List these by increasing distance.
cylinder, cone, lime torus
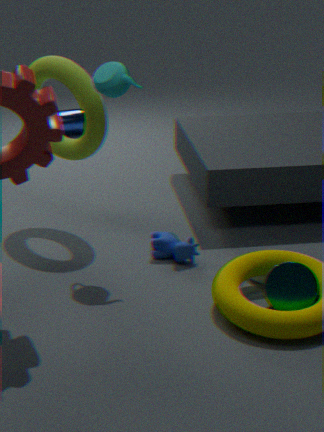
cone, lime torus, cylinder
